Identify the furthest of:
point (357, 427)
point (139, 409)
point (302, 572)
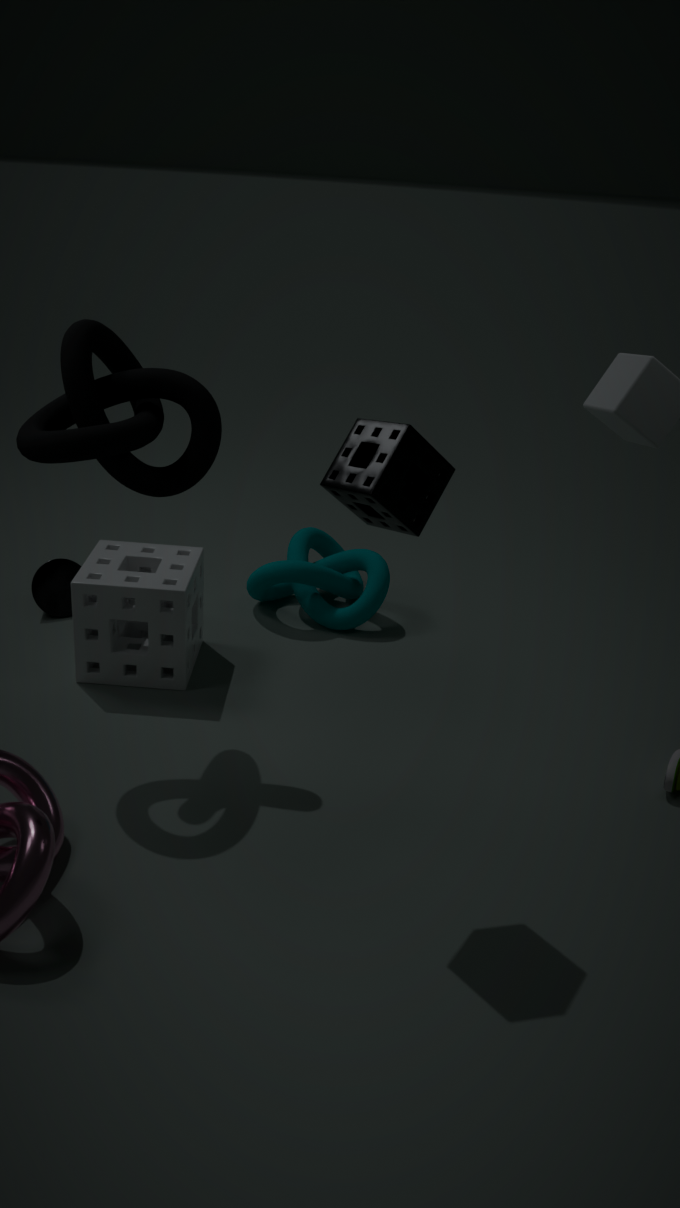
point (302, 572)
